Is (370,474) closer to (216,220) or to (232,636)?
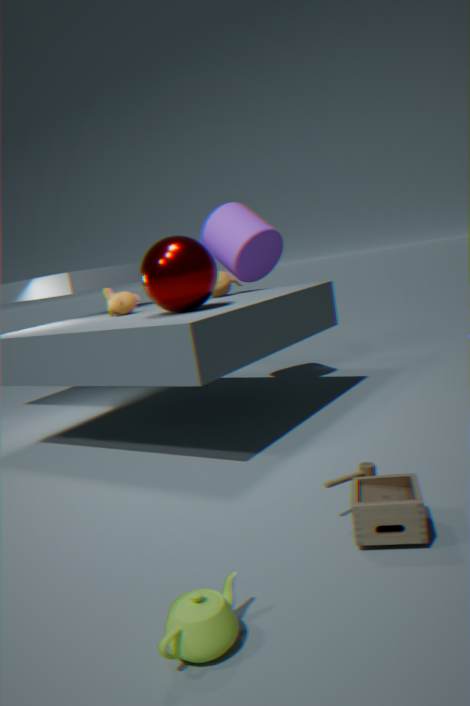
(232,636)
